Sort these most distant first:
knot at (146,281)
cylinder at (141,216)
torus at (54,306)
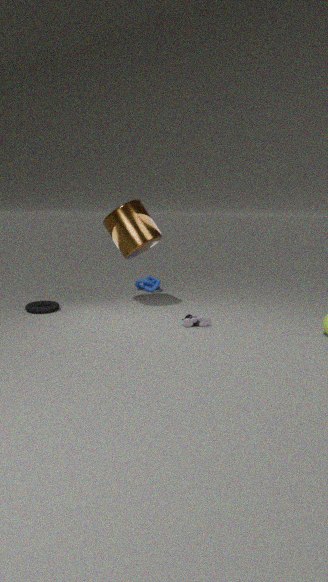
knot at (146,281)
torus at (54,306)
cylinder at (141,216)
